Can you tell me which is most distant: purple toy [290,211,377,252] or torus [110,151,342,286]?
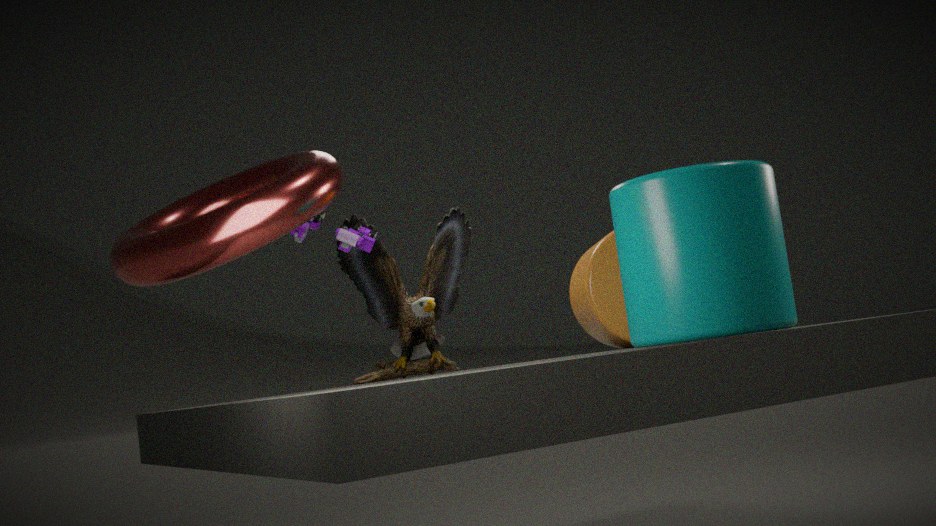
purple toy [290,211,377,252]
